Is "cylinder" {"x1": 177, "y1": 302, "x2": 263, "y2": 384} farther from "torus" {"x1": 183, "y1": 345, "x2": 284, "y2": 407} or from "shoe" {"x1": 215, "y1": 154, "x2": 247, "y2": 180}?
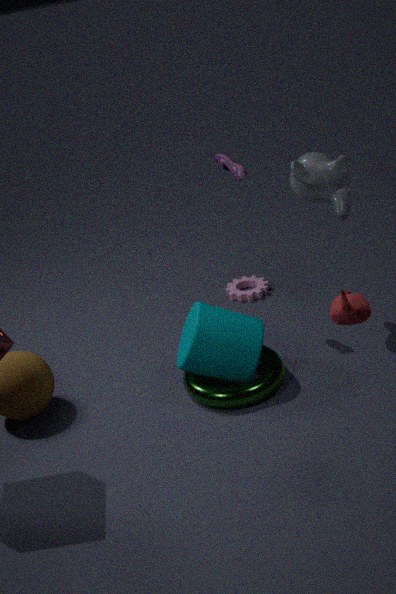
"shoe" {"x1": 215, "y1": 154, "x2": 247, "y2": 180}
